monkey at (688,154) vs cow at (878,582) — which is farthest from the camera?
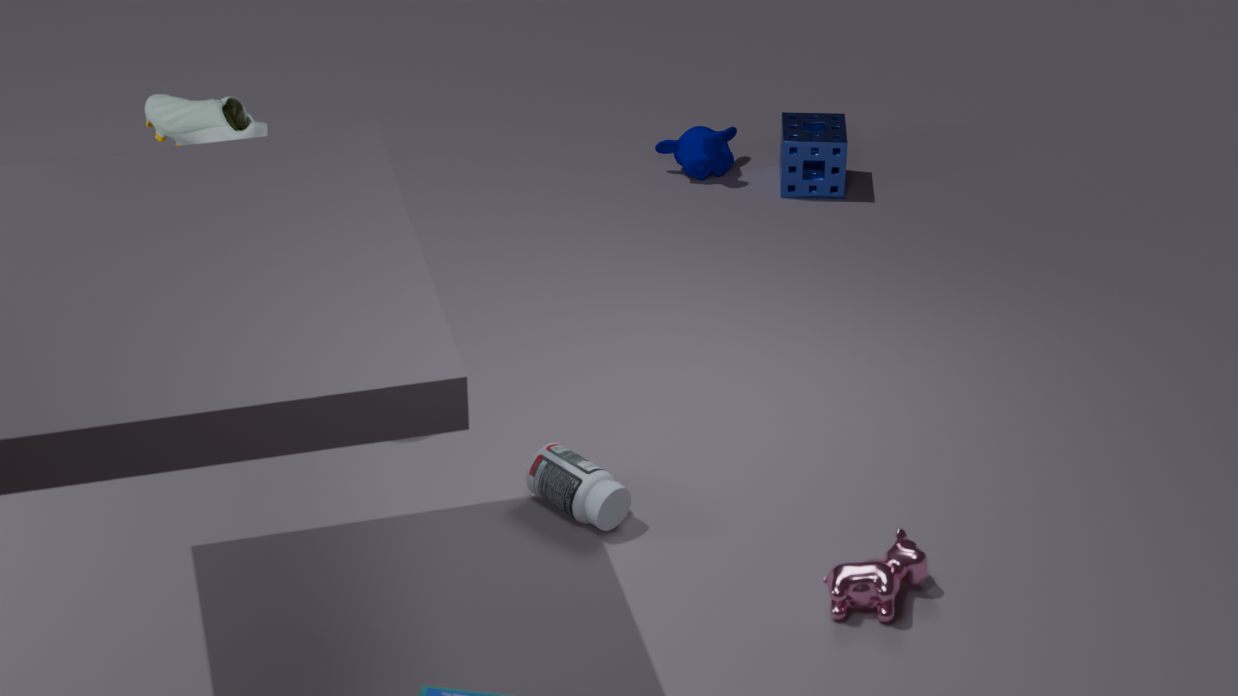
monkey at (688,154)
